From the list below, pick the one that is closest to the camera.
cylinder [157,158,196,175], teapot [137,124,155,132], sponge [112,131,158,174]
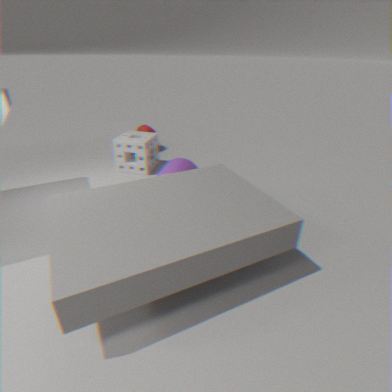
cylinder [157,158,196,175]
